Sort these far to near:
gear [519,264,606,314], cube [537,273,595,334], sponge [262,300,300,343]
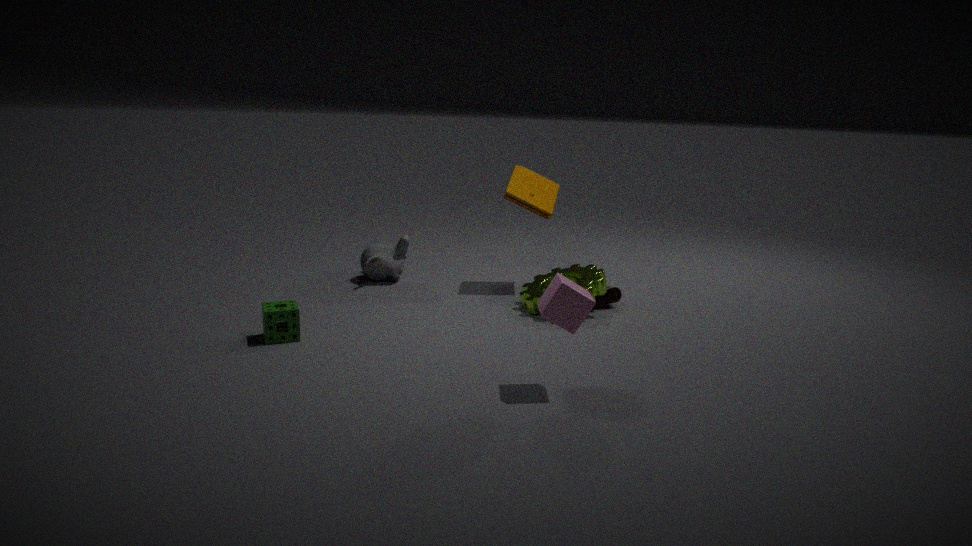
gear [519,264,606,314] < sponge [262,300,300,343] < cube [537,273,595,334]
